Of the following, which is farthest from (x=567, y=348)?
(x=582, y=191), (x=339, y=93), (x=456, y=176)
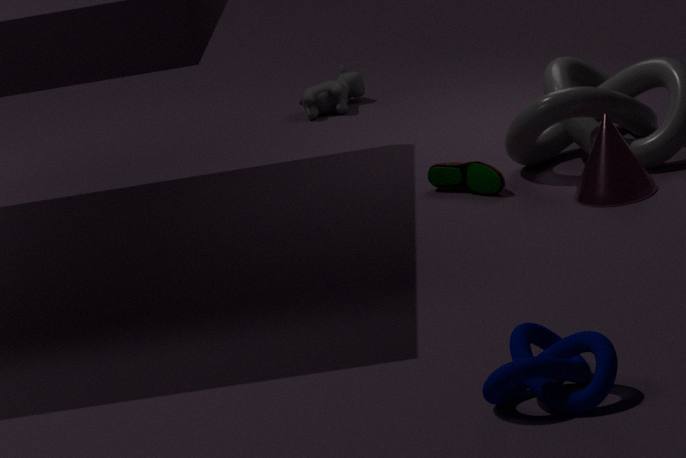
(x=339, y=93)
